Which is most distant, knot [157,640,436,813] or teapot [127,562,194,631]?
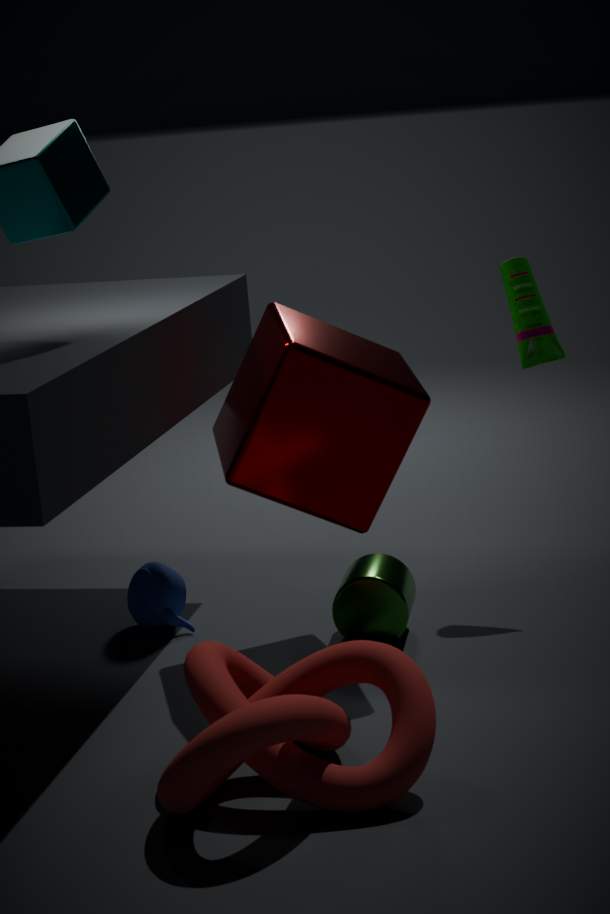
teapot [127,562,194,631]
